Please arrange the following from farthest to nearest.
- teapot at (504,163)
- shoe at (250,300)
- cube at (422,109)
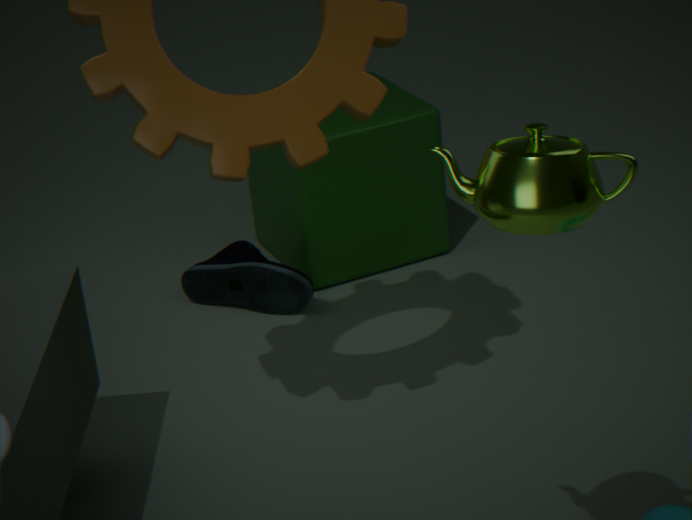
cube at (422,109)
shoe at (250,300)
teapot at (504,163)
